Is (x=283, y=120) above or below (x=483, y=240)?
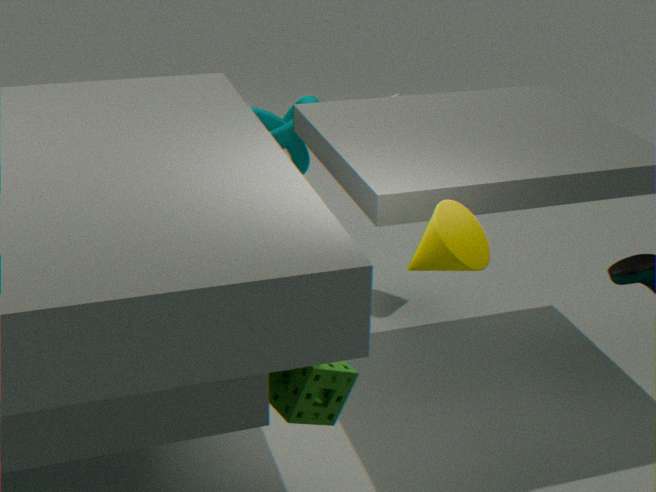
below
